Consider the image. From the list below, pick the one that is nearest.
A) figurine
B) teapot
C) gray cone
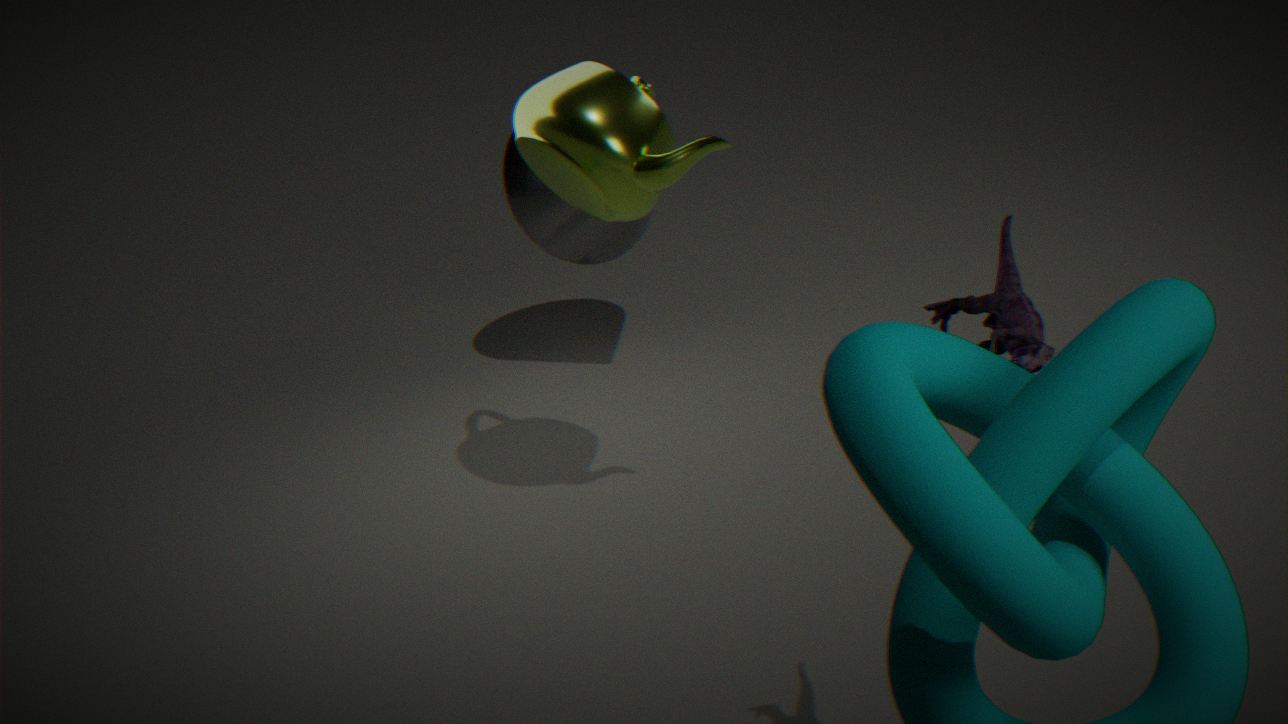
figurine
